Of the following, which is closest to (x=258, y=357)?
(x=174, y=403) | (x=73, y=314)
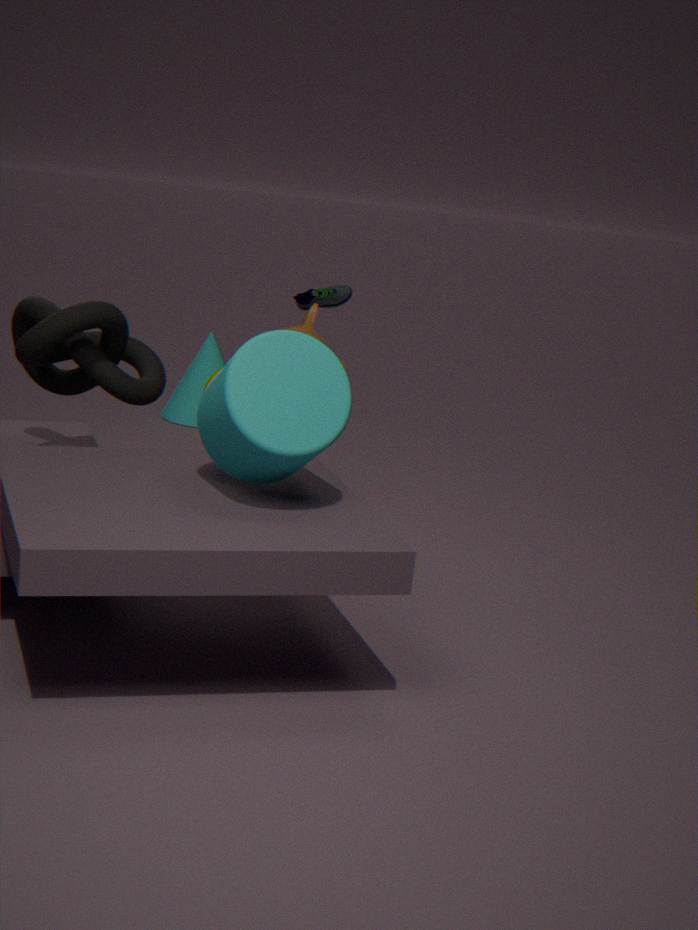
(x=73, y=314)
